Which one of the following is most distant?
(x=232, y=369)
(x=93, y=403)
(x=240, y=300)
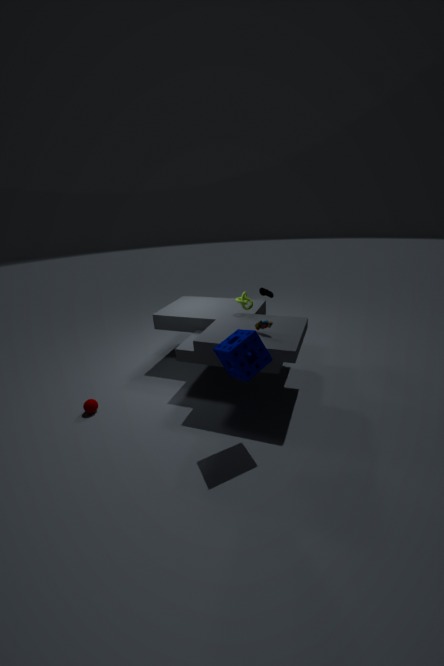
(x=240, y=300)
